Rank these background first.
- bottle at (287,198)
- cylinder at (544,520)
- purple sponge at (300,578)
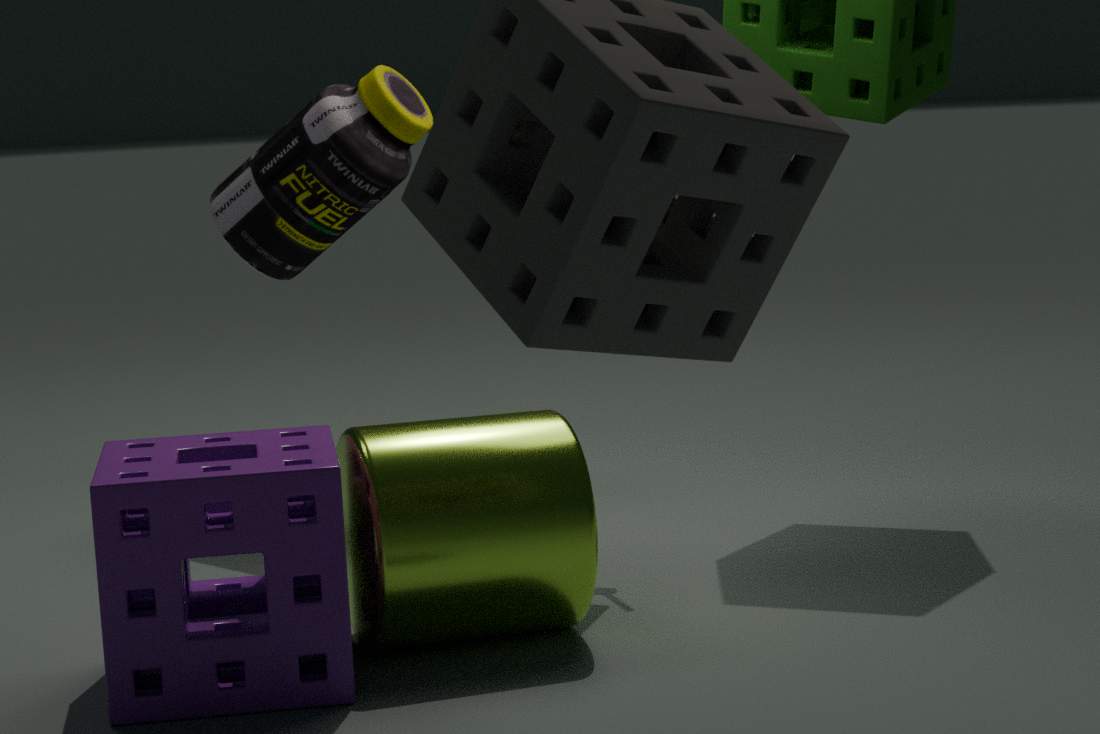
1. bottle at (287,198)
2. cylinder at (544,520)
3. purple sponge at (300,578)
